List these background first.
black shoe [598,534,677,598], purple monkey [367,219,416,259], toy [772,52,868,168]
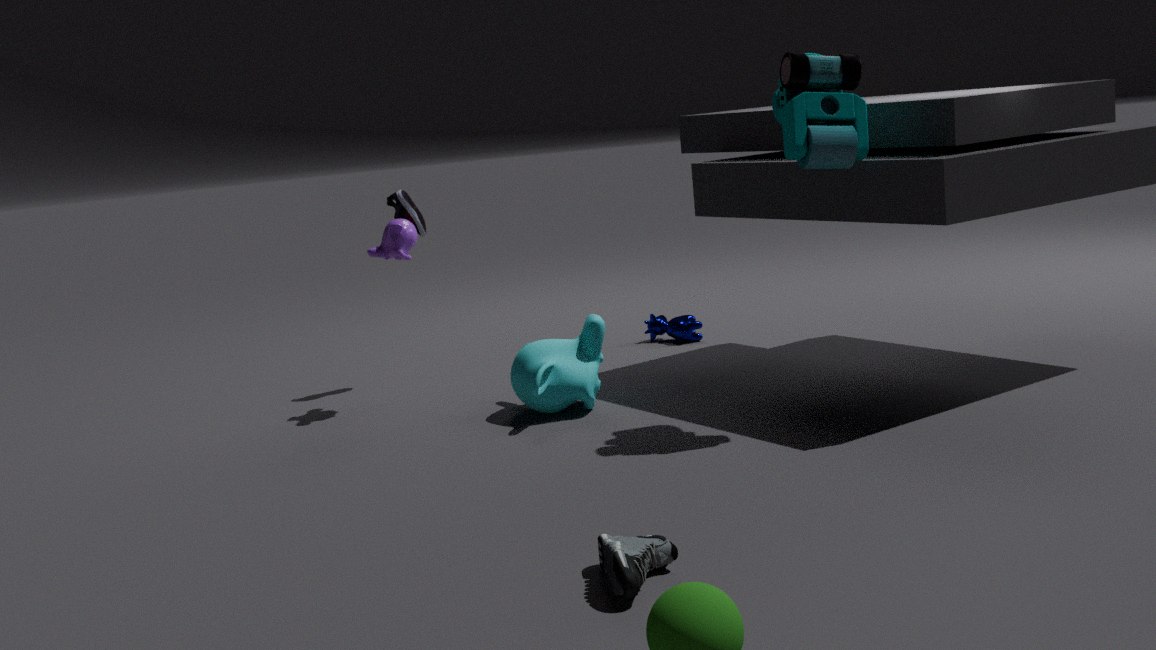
1. purple monkey [367,219,416,259]
2. toy [772,52,868,168]
3. black shoe [598,534,677,598]
